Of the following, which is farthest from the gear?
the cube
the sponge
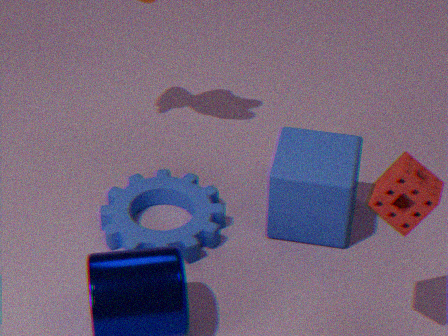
the sponge
